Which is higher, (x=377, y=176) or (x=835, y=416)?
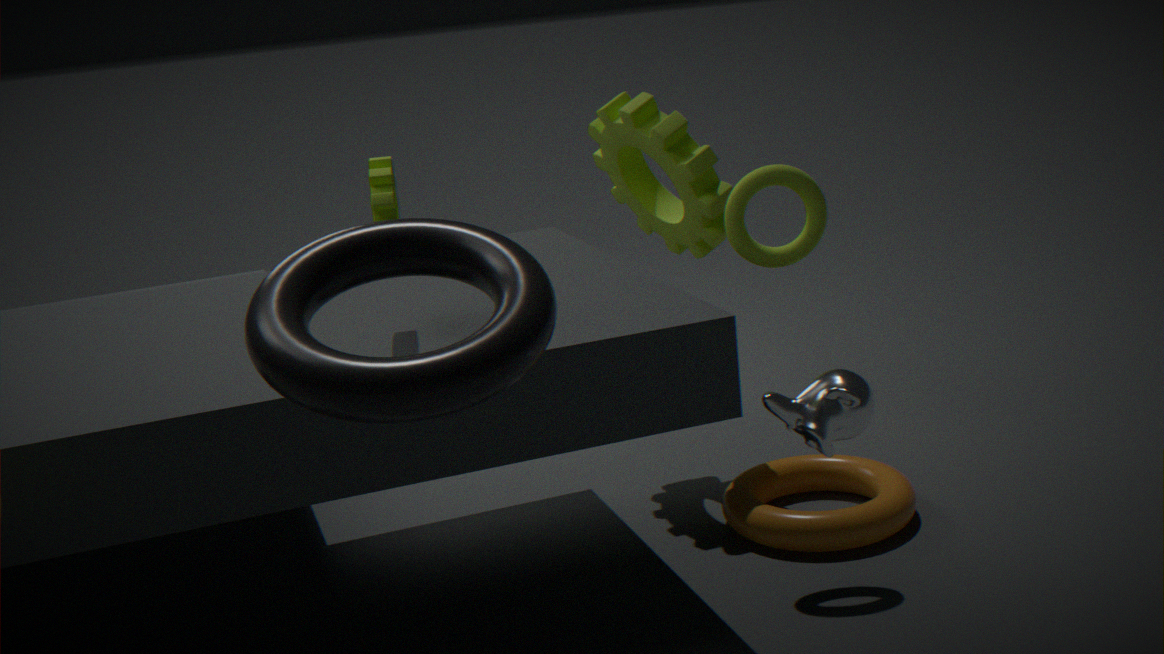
(x=377, y=176)
